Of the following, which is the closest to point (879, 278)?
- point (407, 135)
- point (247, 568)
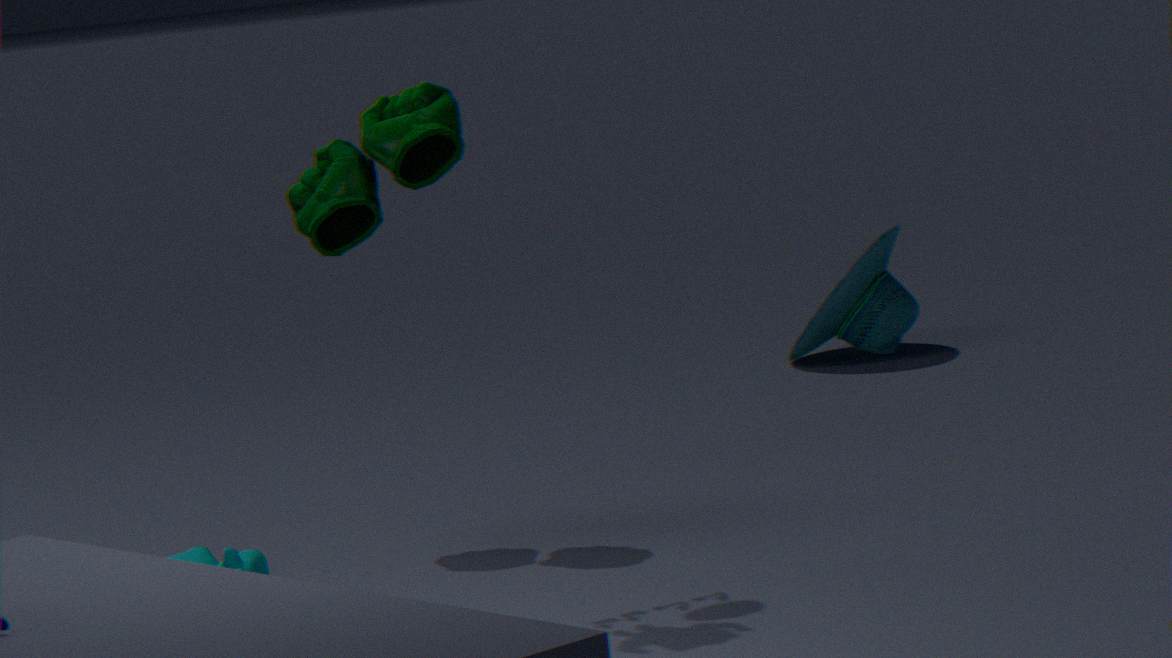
point (407, 135)
